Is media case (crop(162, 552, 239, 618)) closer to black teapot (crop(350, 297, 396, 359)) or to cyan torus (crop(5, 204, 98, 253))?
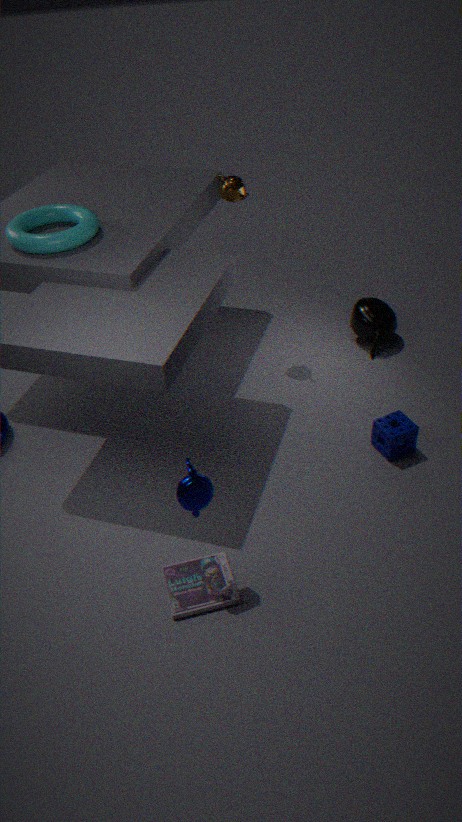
cyan torus (crop(5, 204, 98, 253))
